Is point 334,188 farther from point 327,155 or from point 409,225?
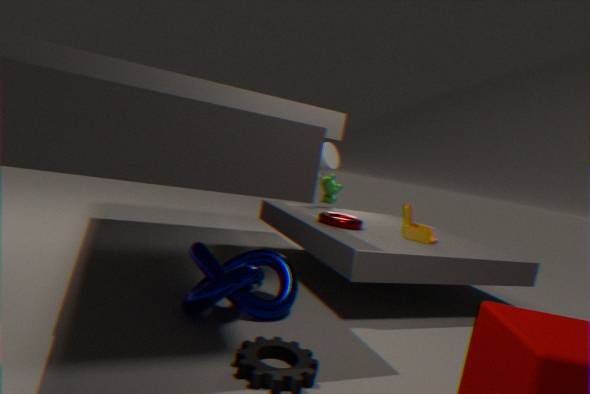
point 409,225
